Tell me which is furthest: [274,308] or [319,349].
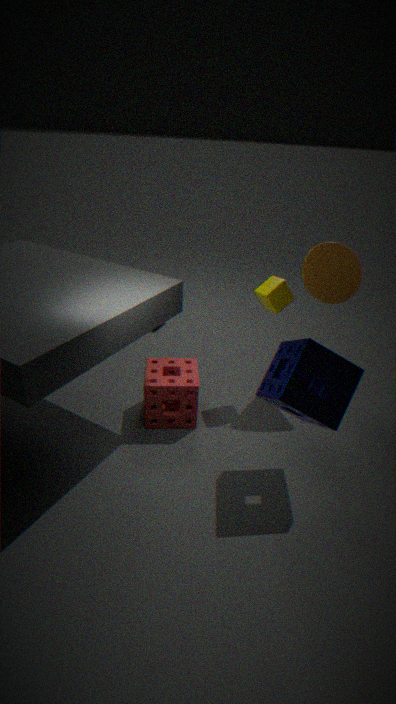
[274,308]
